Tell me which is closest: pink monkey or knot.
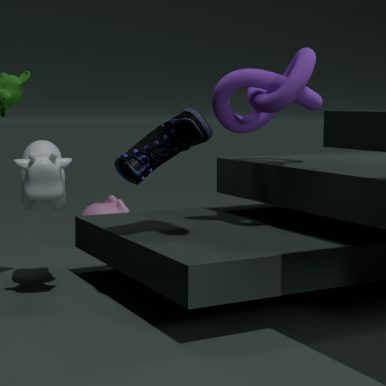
knot
